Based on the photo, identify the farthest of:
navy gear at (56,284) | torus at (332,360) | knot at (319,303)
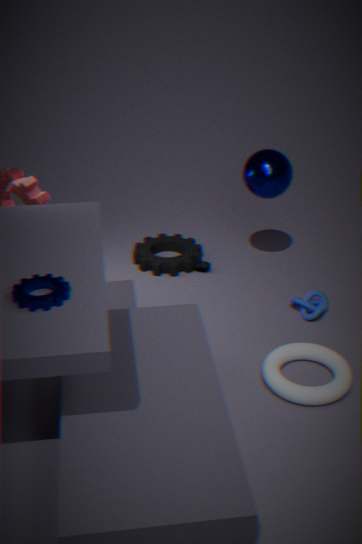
knot at (319,303)
